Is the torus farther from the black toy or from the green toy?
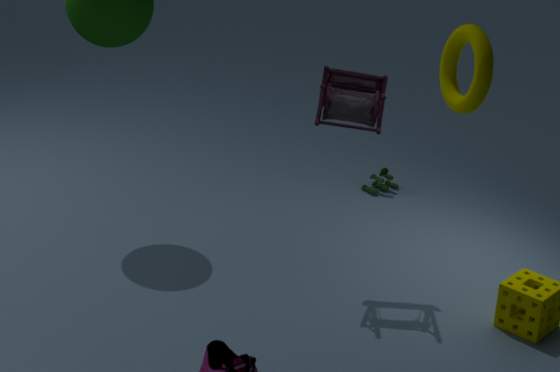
the green toy
